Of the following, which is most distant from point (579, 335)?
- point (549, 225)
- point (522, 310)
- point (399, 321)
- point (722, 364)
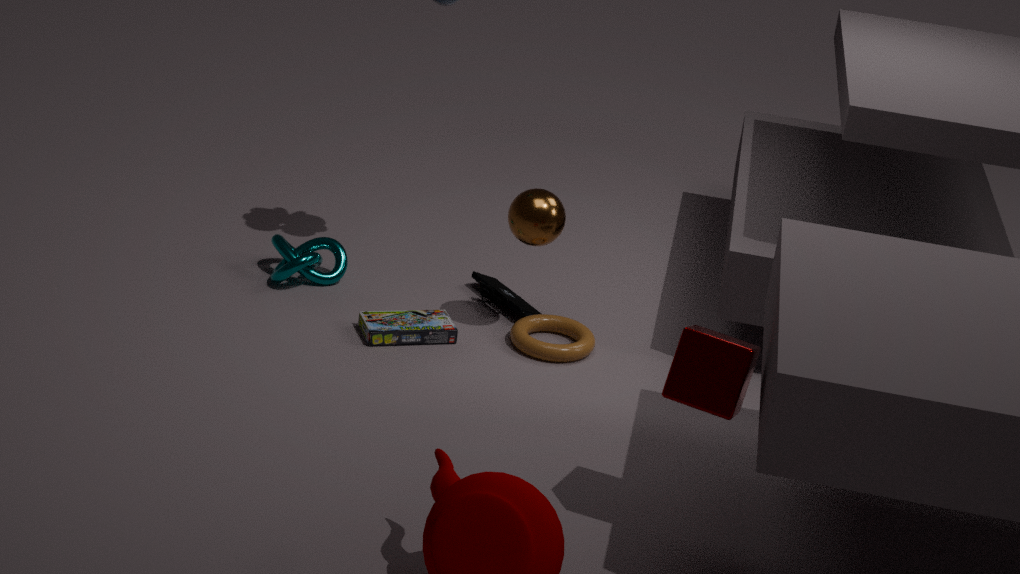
point (722, 364)
